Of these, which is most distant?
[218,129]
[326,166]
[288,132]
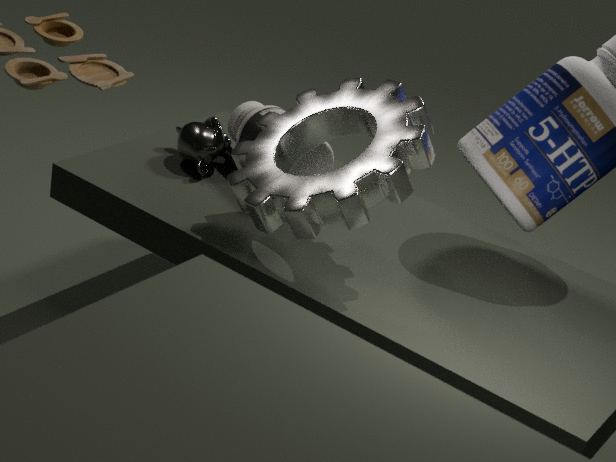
[218,129]
